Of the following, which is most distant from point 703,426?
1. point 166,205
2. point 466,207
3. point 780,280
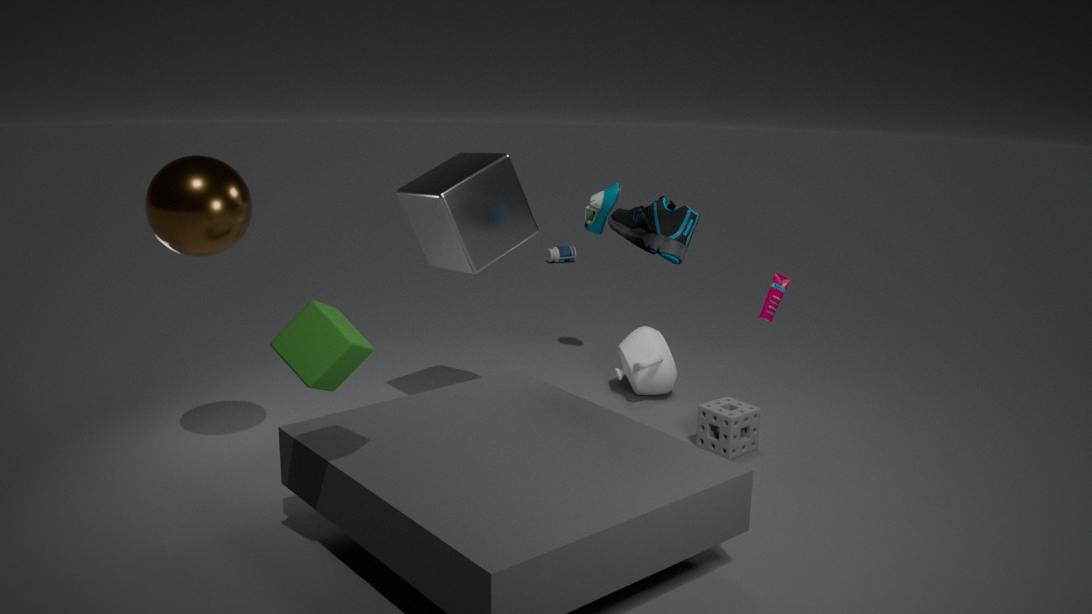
point 166,205
